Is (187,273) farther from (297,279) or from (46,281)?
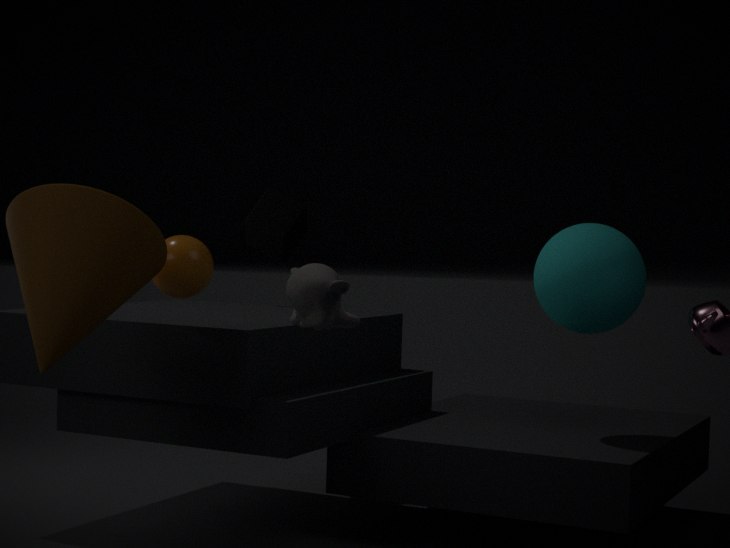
(297,279)
